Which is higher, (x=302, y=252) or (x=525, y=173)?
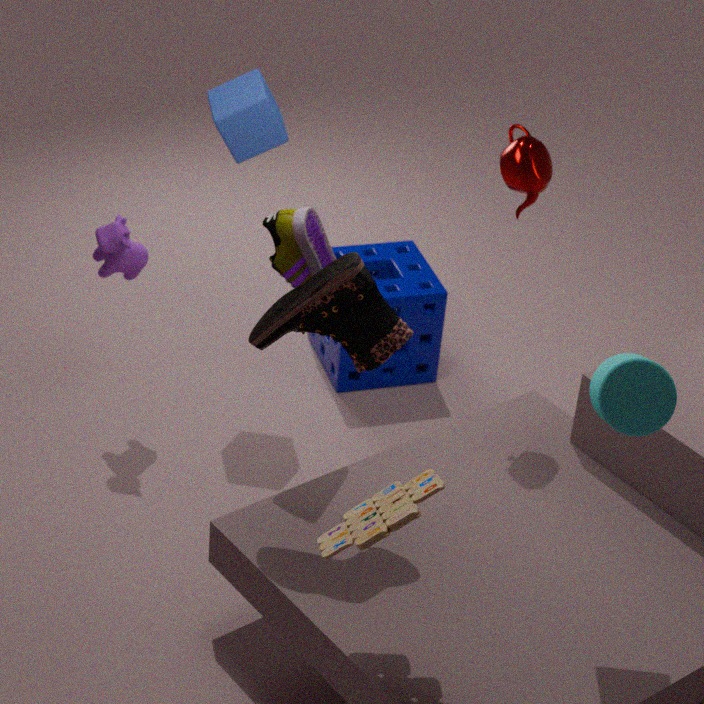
(x=525, y=173)
